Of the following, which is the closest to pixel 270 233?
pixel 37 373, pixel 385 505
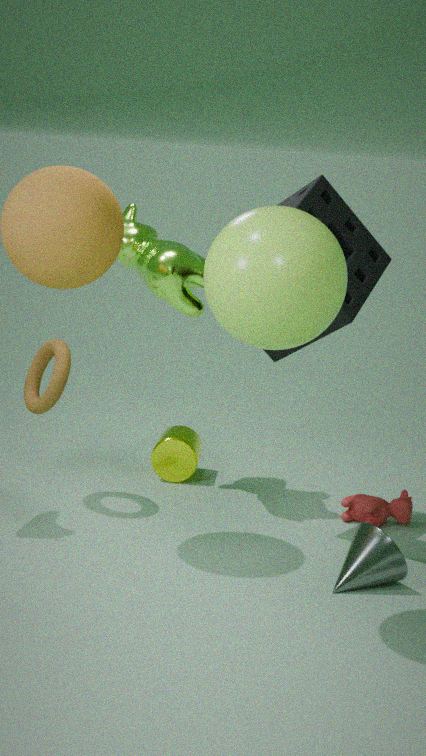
pixel 37 373
